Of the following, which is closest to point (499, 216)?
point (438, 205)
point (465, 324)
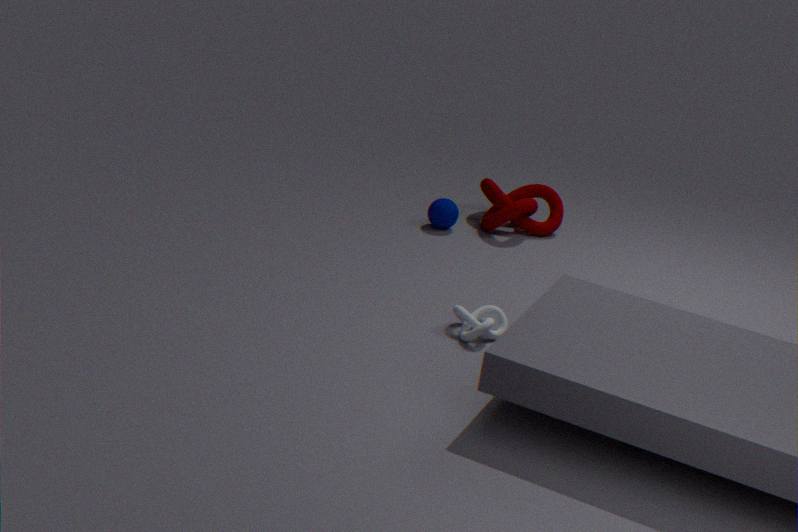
point (438, 205)
